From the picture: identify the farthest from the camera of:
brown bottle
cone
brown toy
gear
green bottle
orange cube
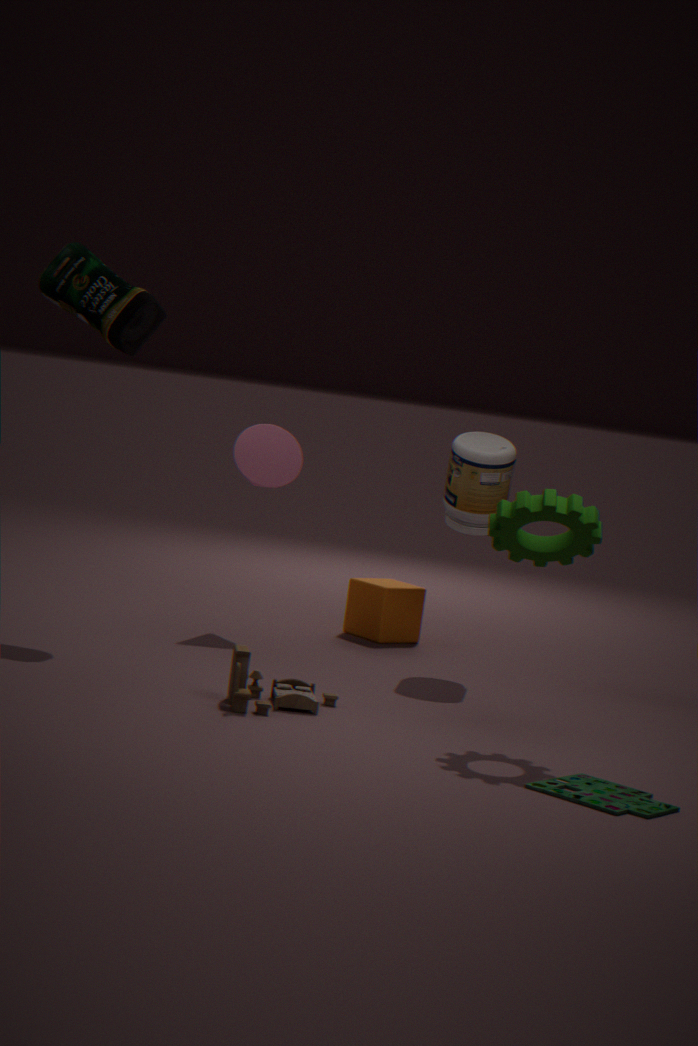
orange cube
